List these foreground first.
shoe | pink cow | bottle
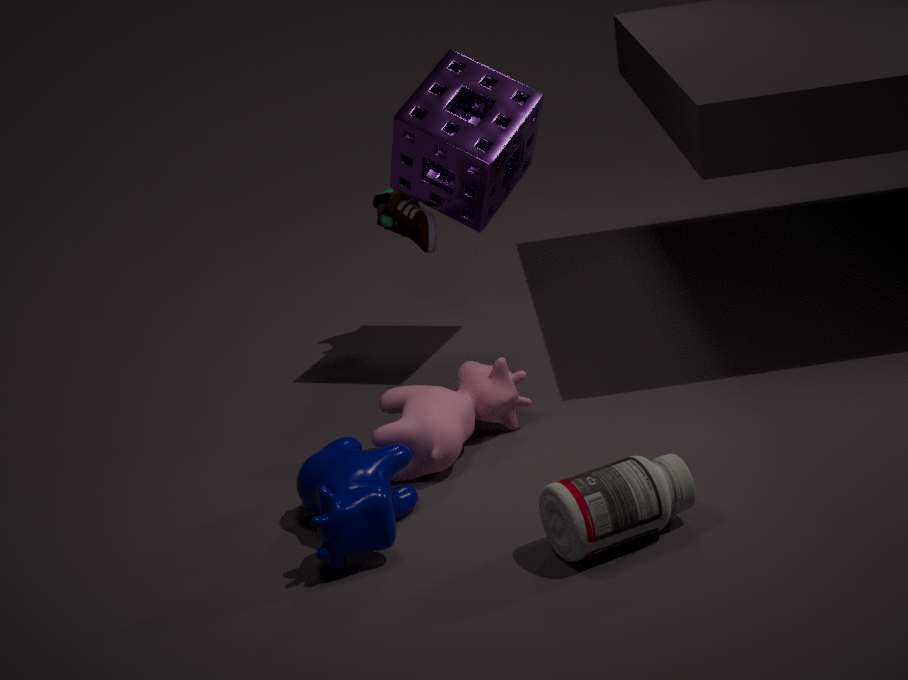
bottle < pink cow < shoe
